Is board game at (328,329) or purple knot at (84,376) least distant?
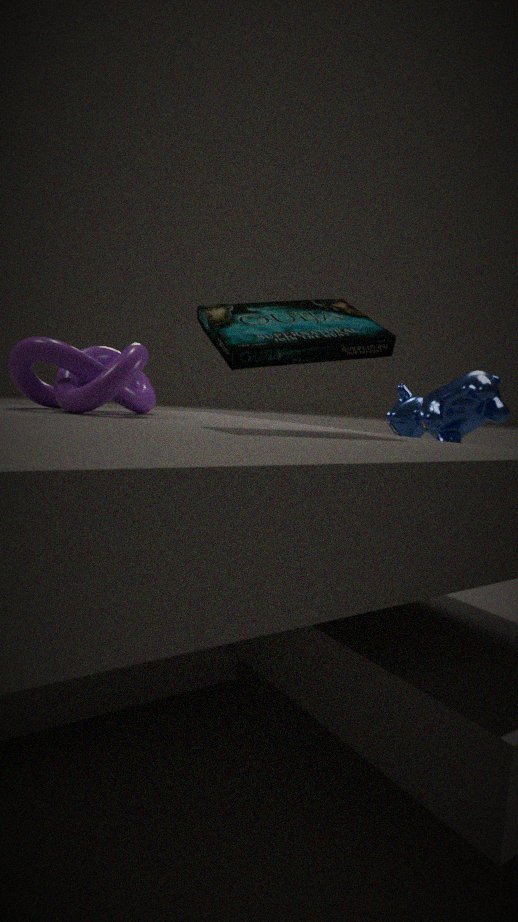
board game at (328,329)
